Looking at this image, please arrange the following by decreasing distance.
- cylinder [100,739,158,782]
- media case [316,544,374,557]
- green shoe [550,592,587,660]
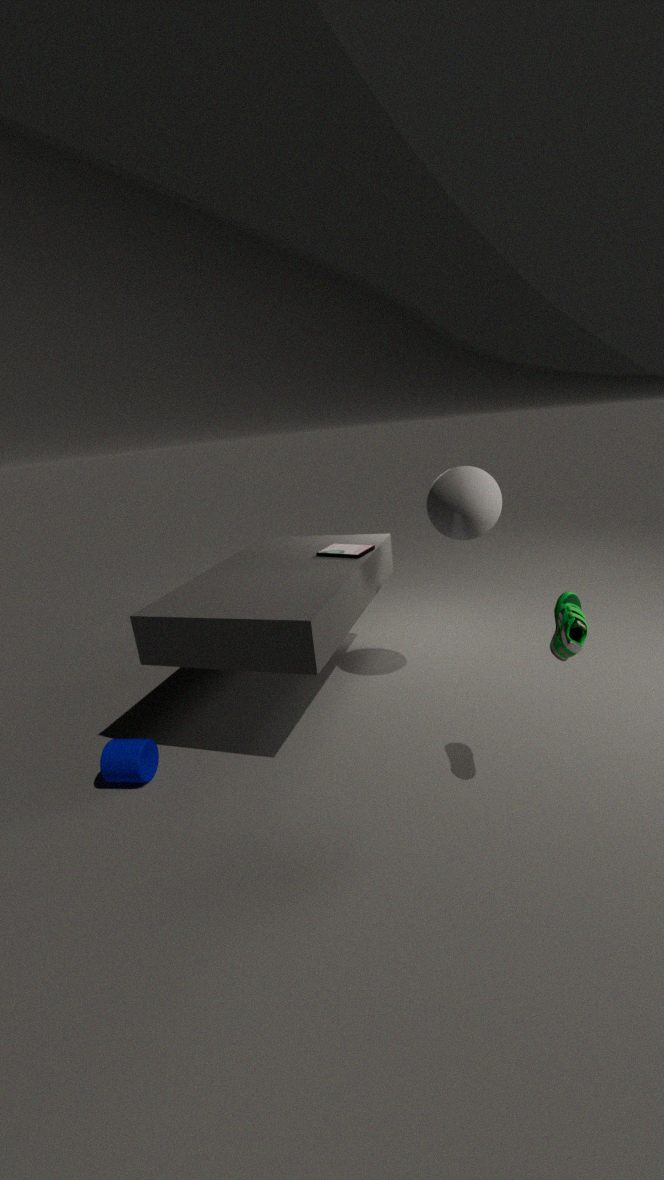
1. media case [316,544,374,557]
2. cylinder [100,739,158,782]
3. green shoe [550,592,587,660]
